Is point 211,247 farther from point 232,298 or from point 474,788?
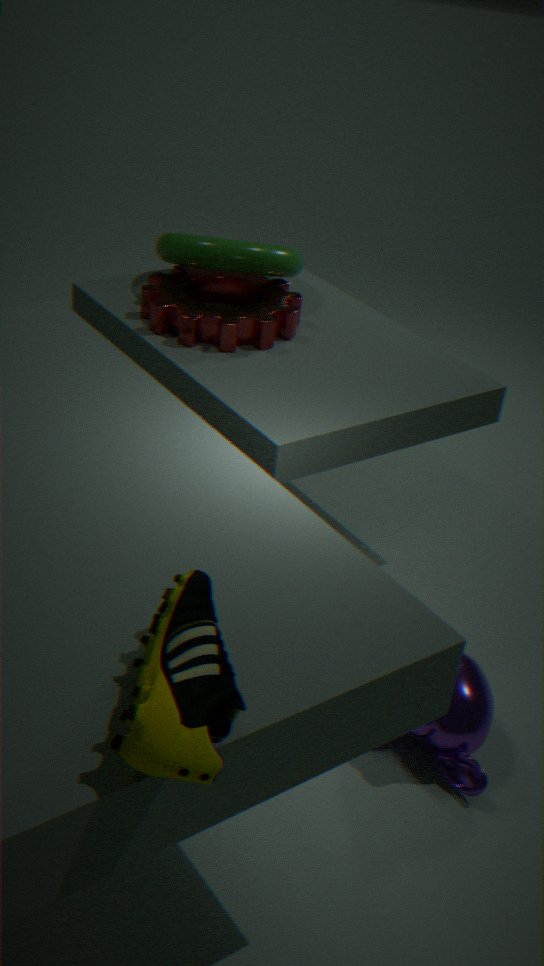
point 474,788
